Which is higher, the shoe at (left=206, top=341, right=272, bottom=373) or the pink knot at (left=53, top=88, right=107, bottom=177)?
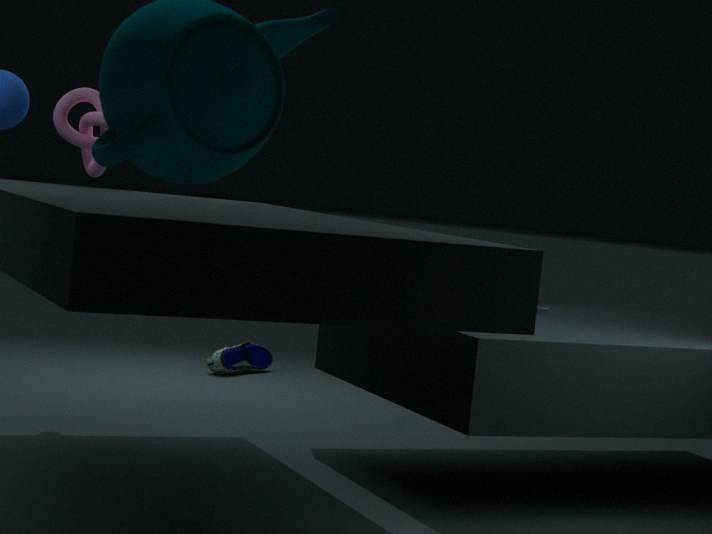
the pink knot at (left=53, top=88, right=107, bottom=177)
